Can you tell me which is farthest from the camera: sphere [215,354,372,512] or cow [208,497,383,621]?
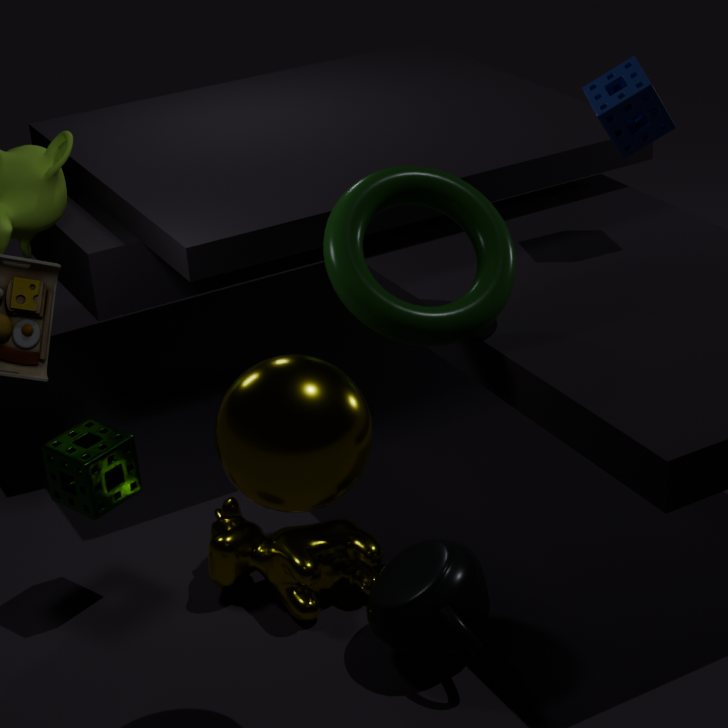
cow [208,497,383,621]
